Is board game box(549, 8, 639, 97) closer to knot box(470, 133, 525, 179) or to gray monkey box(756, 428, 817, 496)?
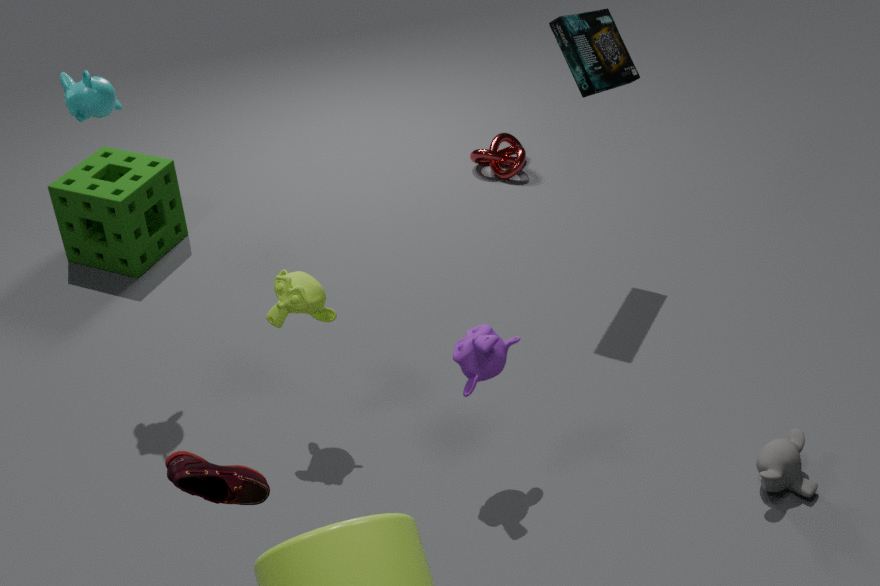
knot box(470, 133, 525, 179)
